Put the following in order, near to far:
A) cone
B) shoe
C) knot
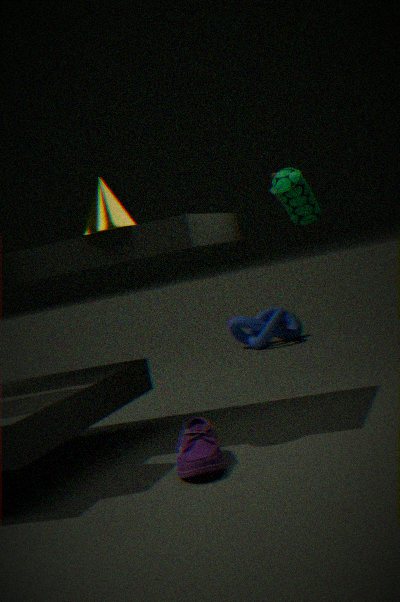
shoe < cone < knot
